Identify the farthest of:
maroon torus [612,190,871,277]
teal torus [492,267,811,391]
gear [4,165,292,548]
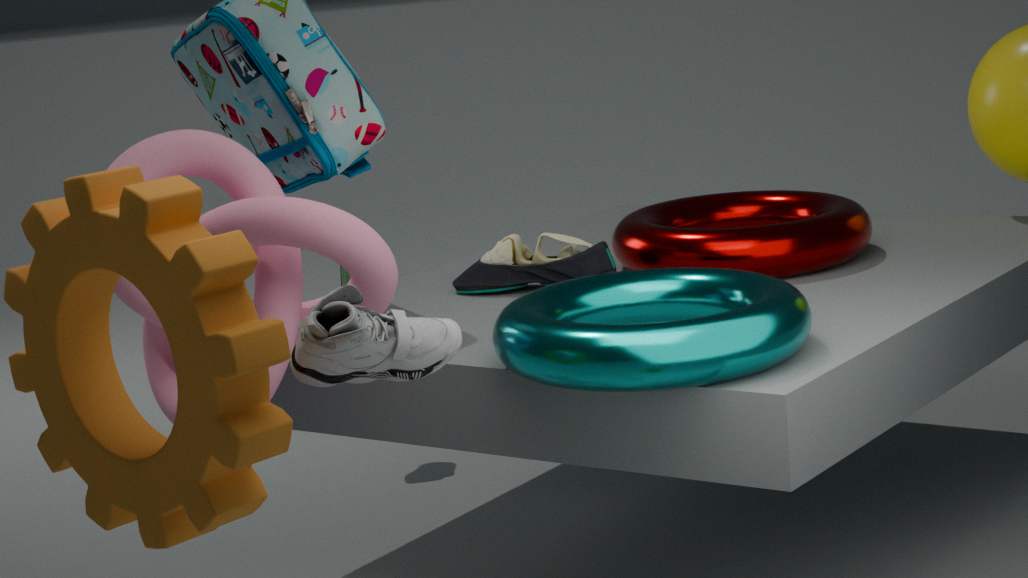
maroon torus [612,190,871,277]
